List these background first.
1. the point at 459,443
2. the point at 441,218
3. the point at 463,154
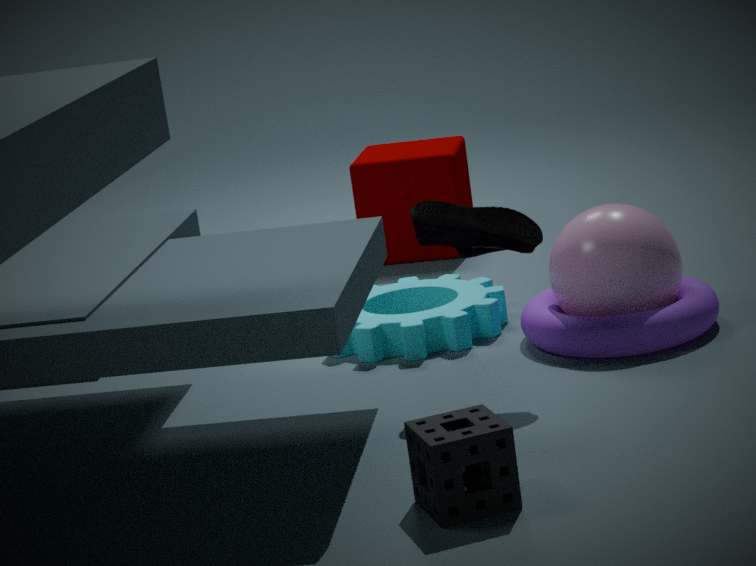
the point at 463,154
the point at 441,218
the point at 459,443
